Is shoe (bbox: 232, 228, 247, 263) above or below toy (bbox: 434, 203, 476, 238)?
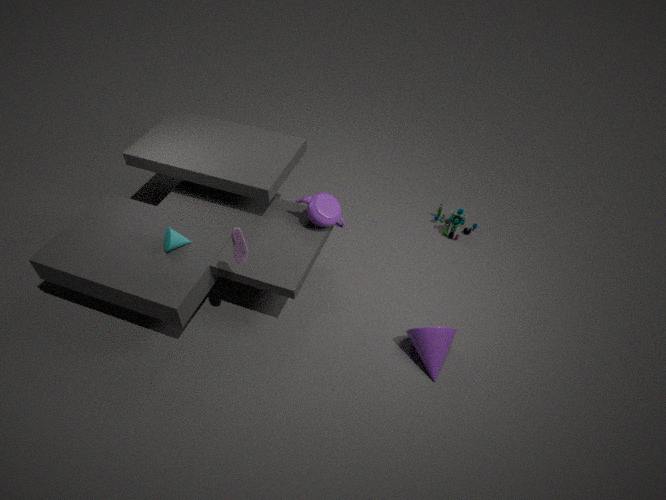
above
